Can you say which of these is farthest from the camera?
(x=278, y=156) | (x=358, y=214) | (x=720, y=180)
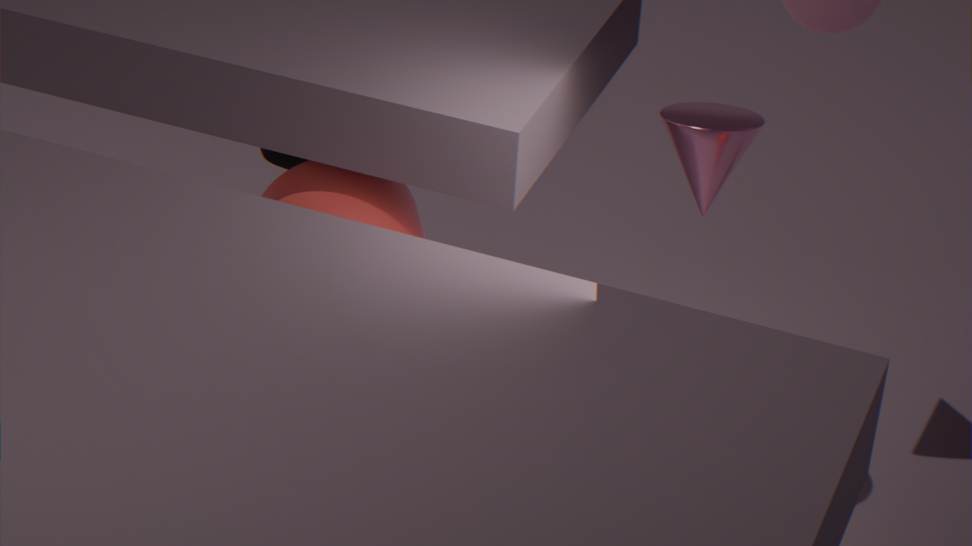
(x=278, y=156)
